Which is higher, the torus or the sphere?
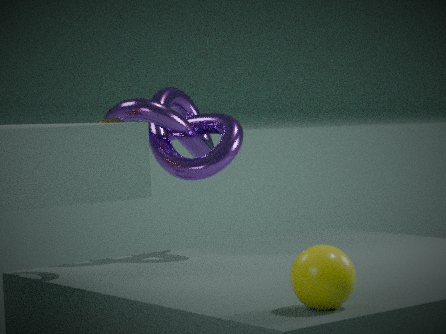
the torus
